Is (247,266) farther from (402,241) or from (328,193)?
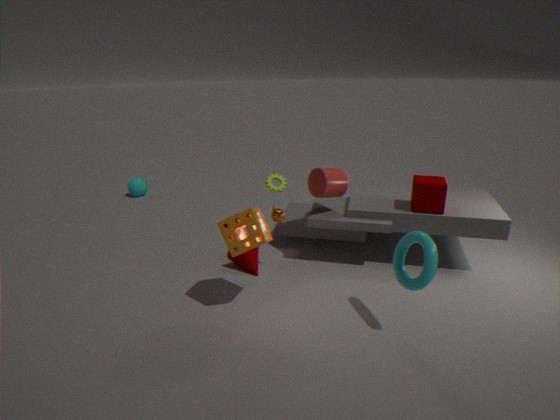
(402,241)
